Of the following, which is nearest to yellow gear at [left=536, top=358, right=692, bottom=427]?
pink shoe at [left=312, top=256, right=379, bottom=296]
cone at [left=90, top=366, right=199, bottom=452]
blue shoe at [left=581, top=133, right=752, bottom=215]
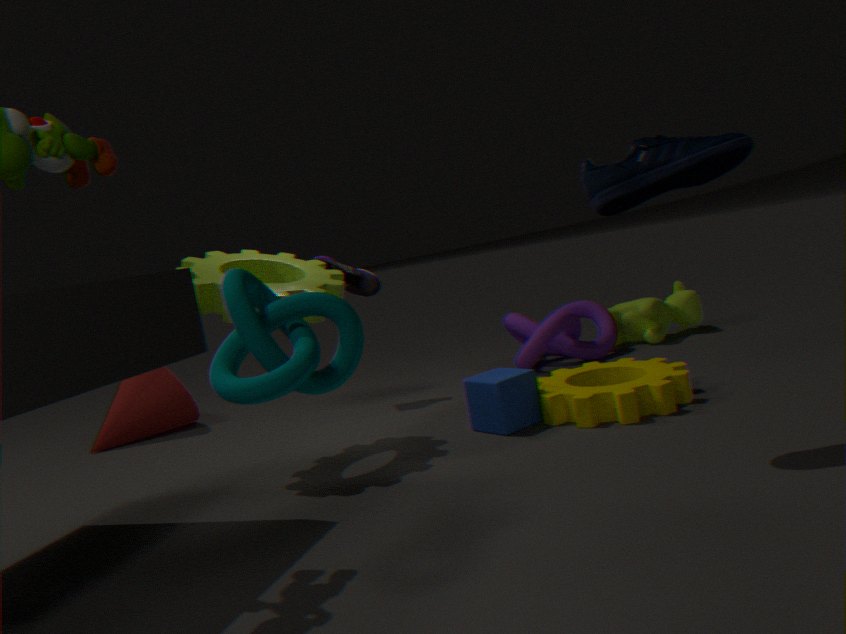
blue shoe at [left=581, top=133, right=752, bottom=215]
